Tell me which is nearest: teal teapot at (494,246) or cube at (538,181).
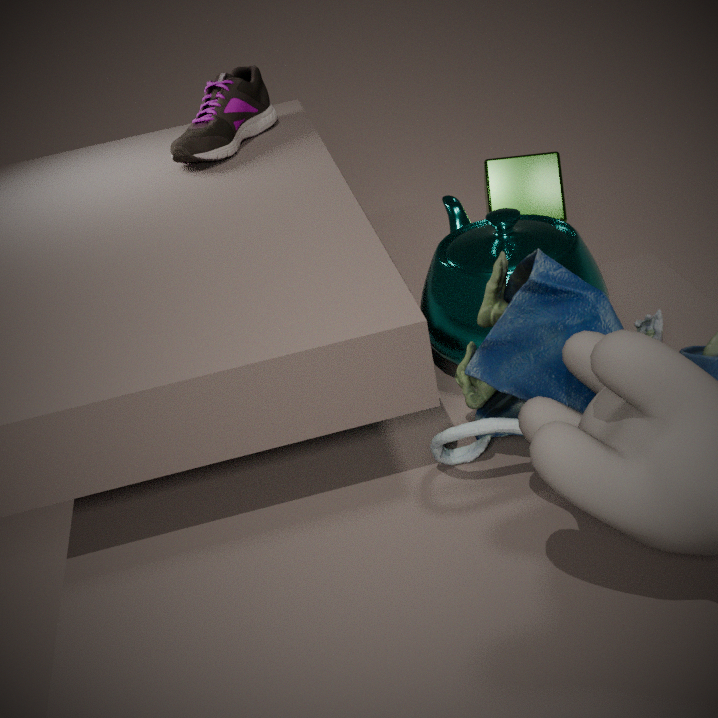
teal teapot at (494,246)
